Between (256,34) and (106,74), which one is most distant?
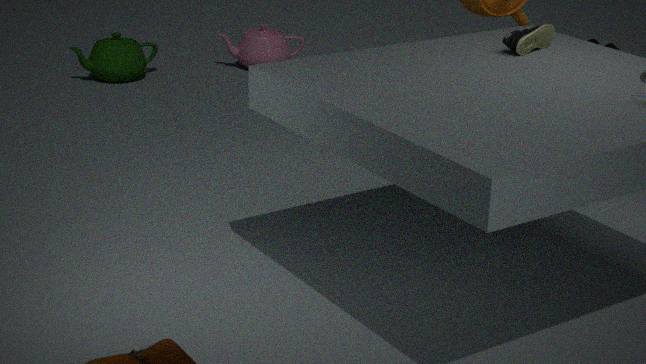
(256,34)
